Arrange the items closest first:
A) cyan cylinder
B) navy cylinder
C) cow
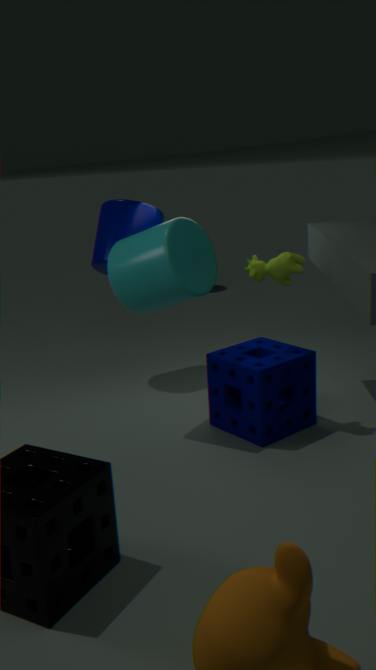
cyan cylinder
cow
navy cylinder
